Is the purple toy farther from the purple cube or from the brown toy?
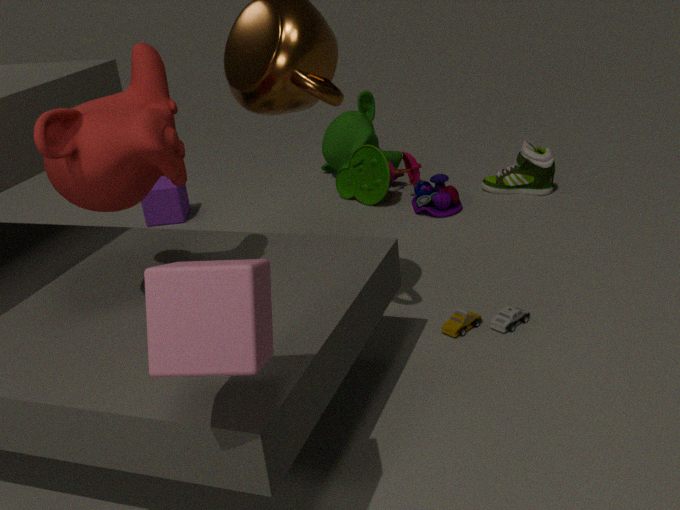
the purple cube
